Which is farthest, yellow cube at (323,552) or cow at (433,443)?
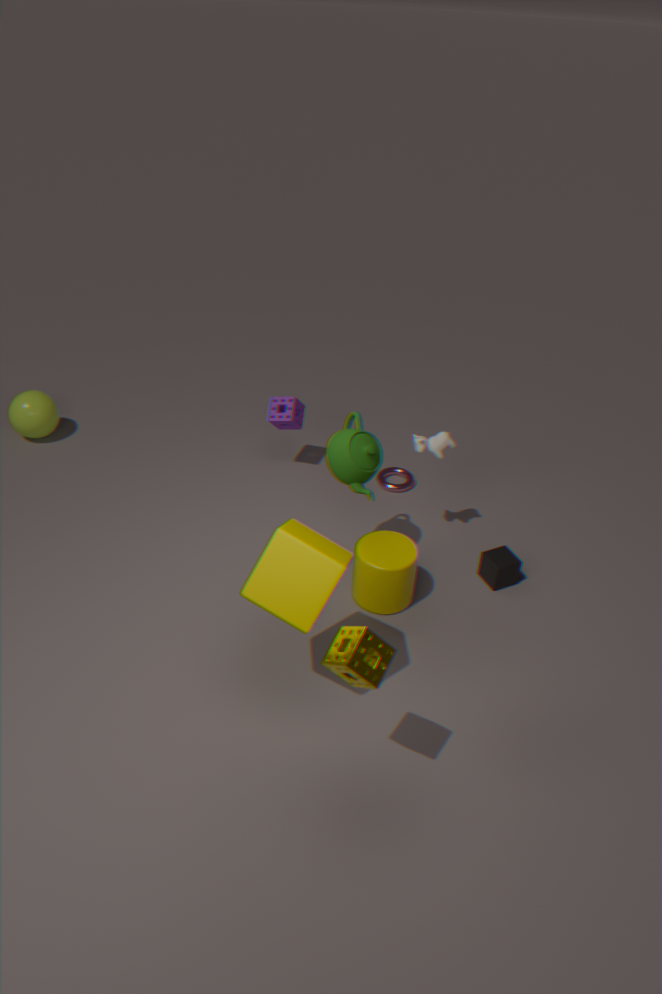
cow at (433,443)
